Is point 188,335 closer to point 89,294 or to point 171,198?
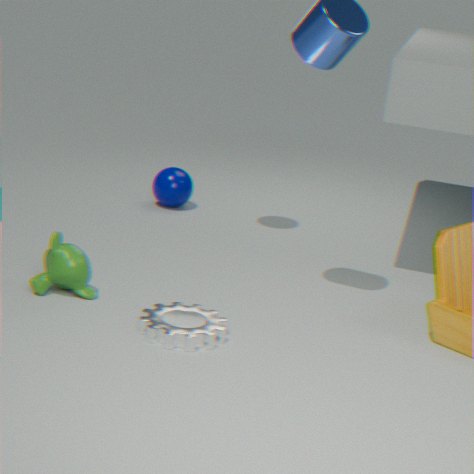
point 89,294
